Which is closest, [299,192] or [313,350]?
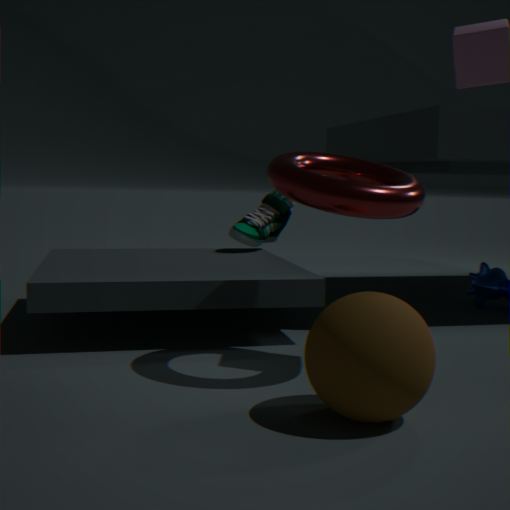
[313,350]
